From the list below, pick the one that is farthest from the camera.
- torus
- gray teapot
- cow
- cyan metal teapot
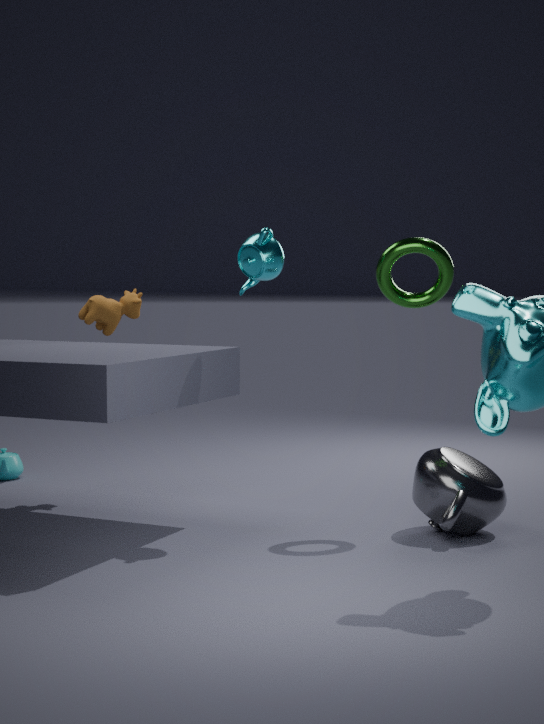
cow
